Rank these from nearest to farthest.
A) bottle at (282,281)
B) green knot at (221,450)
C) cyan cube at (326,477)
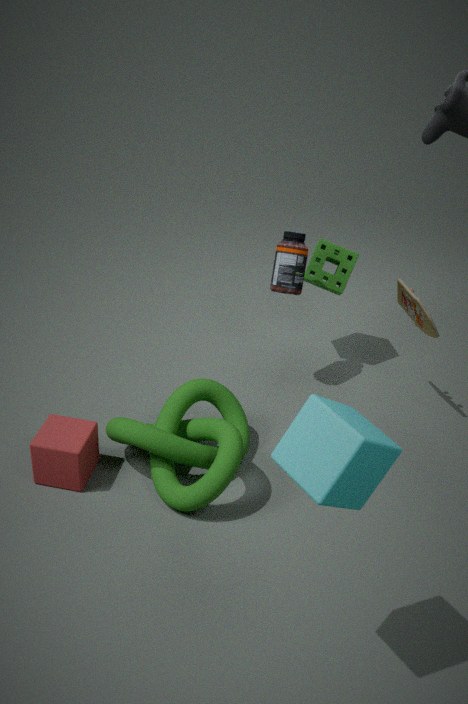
cyan cube at (326,477) < green knot at (221,450) < bottle at (282,281)
